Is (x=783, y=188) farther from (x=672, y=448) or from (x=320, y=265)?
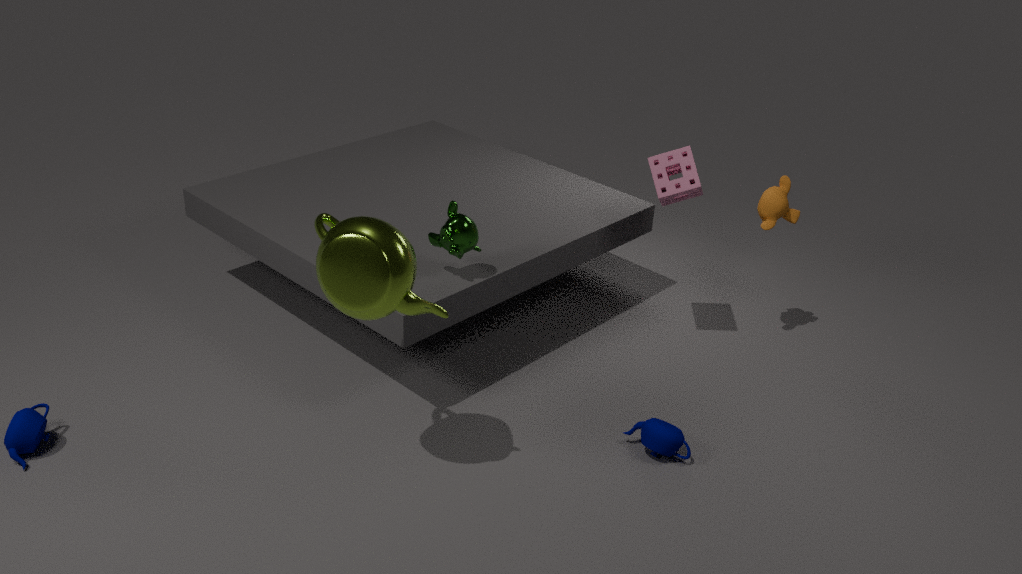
(x=320, y=265)
